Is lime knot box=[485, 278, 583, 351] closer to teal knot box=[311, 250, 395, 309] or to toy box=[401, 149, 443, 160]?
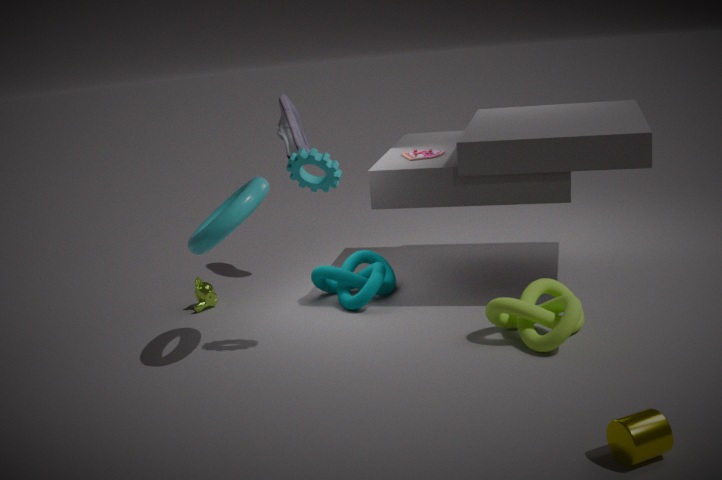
teal knot box=[311, 250, 395, 309]
